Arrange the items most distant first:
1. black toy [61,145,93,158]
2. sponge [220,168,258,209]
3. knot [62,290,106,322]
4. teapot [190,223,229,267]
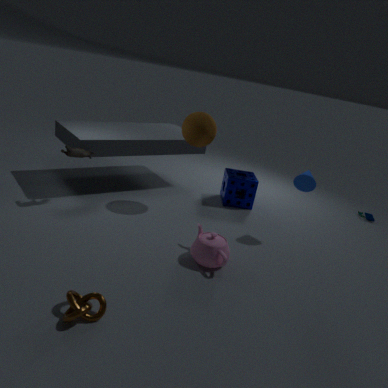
sponge [220,168,258,209]
black toy [61,145,93,158]
teapot [190,223,229,267]
knot [62,290,106,322]
